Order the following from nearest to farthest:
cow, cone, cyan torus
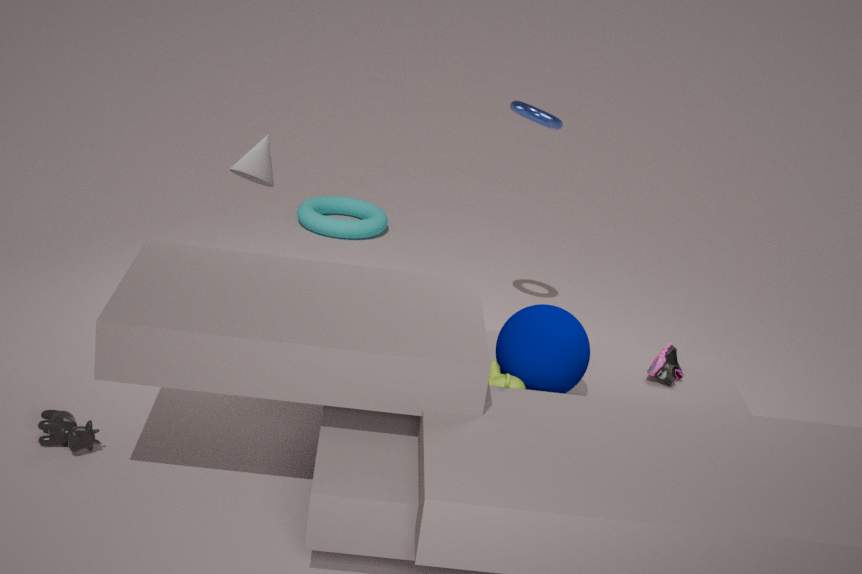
cow, cone, cyan torus
